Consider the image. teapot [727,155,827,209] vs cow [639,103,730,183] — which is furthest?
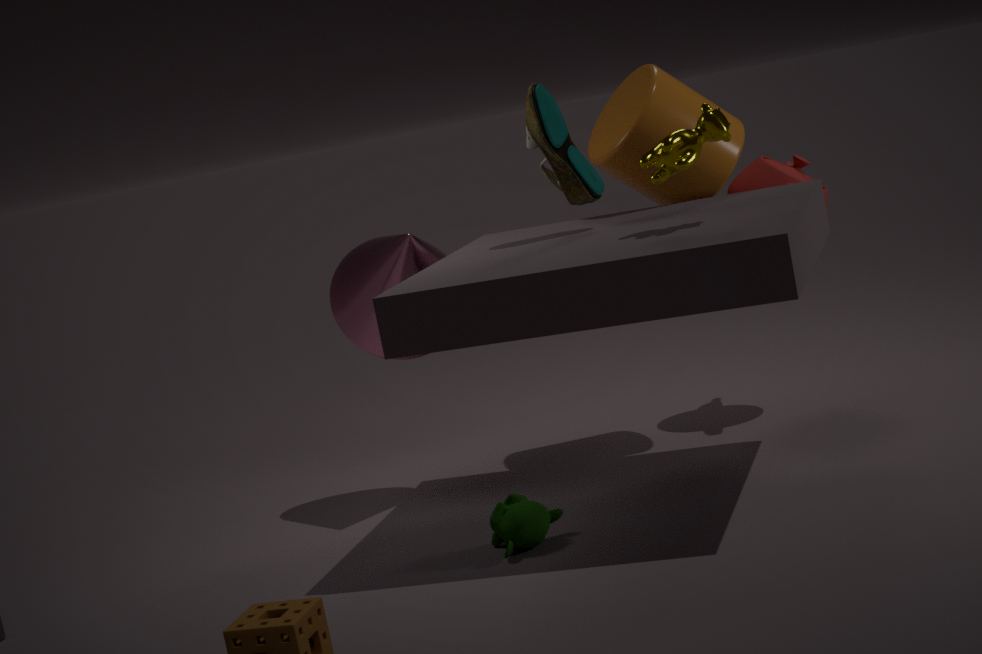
teapot [727,155,827,209]
